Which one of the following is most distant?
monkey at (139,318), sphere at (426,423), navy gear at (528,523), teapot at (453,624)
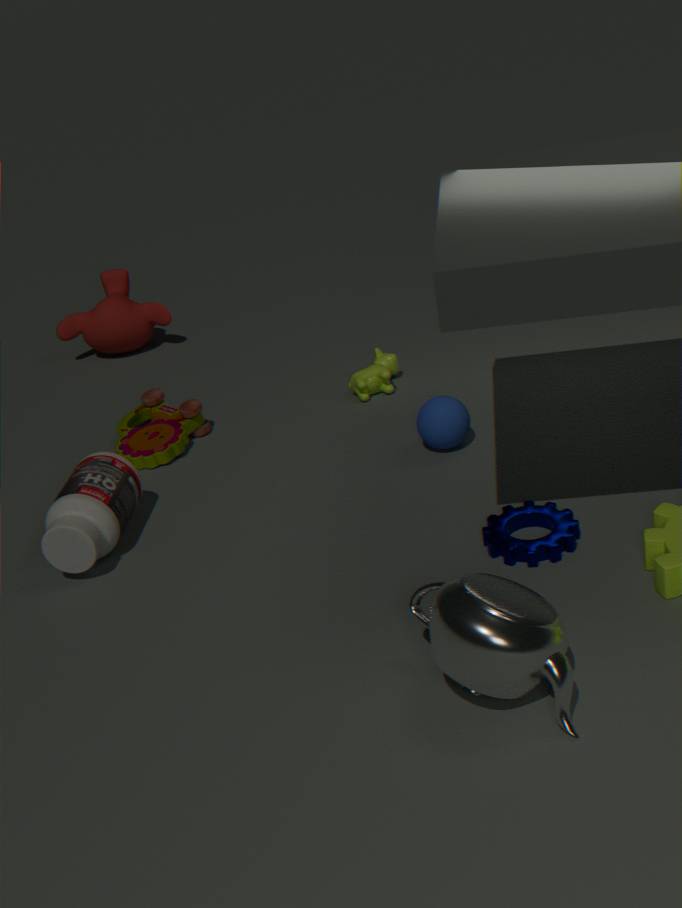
monkey at (139,318)
